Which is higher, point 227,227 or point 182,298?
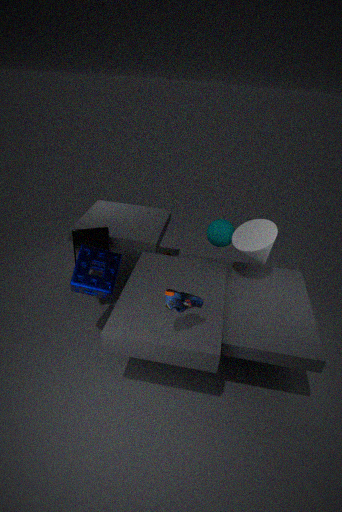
point 182,298
